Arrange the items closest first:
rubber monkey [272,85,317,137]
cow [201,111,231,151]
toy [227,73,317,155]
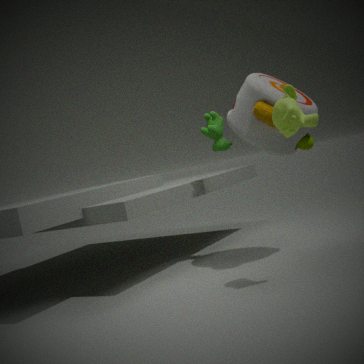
rubber monkey [272,85,317,137] → toy [227,73,317,155] → cow [201,111,231,151]
